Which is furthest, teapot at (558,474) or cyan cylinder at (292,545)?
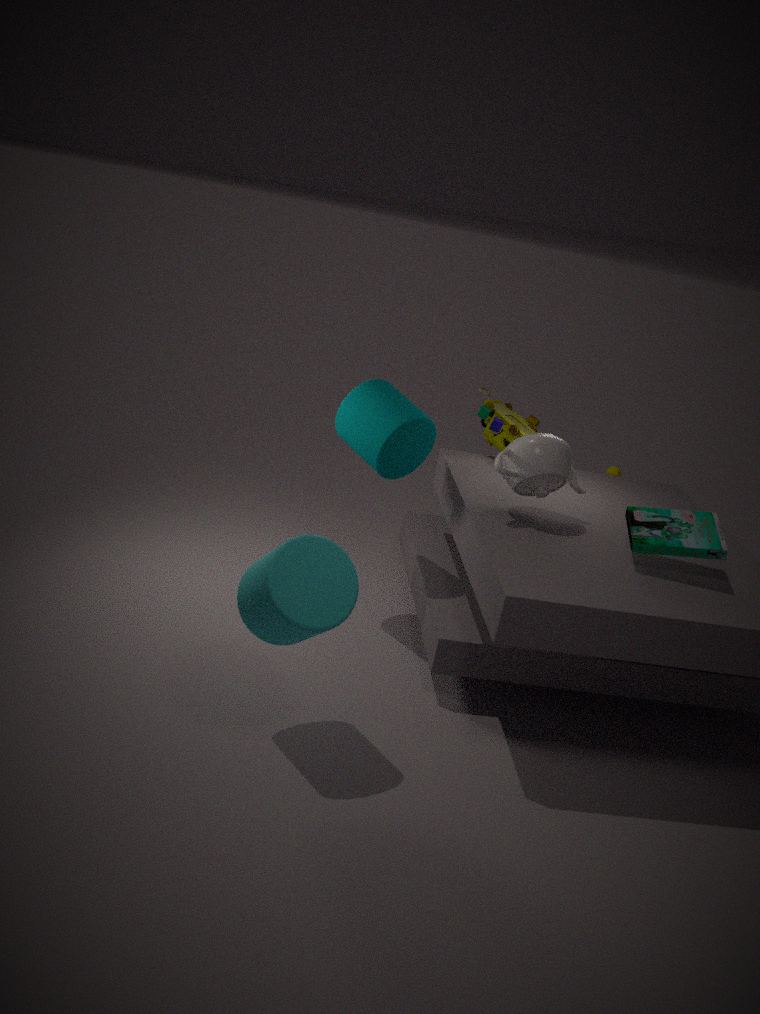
teapot at (558,474)
